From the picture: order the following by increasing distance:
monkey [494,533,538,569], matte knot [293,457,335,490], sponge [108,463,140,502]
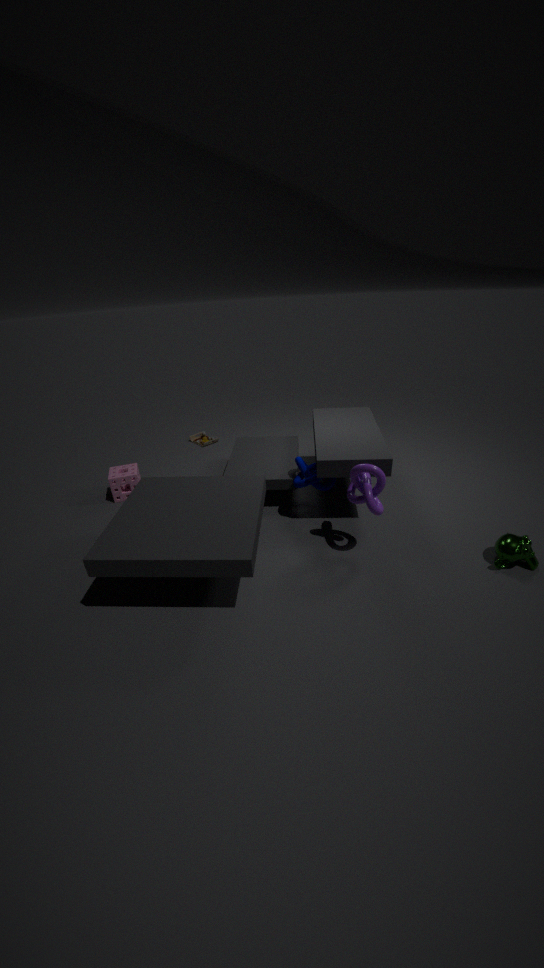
monkey [494,533,538,569]
matte knot [293,457,335,490]
sponge [108,463,140,502]
